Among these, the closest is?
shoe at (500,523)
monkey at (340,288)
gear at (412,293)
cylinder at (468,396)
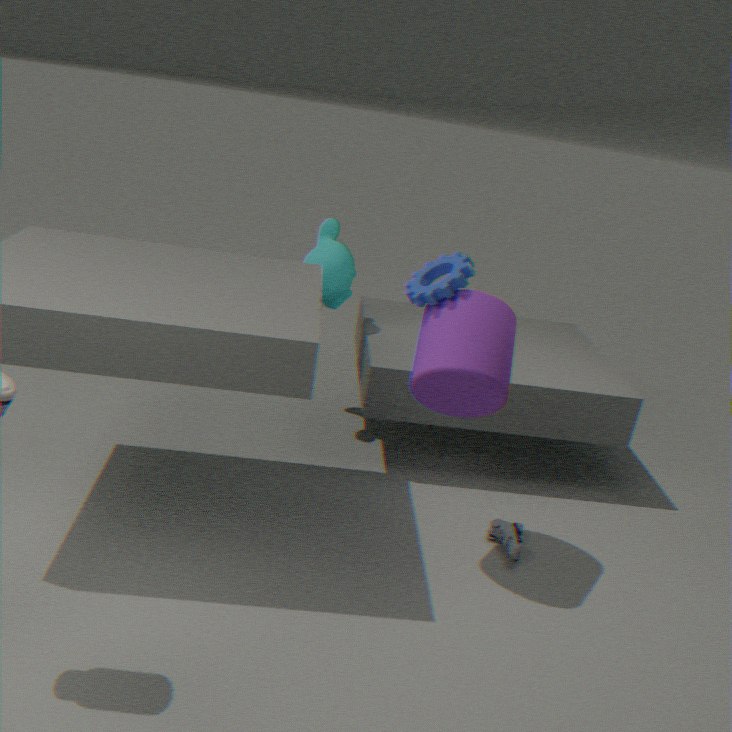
cylinder at (468,396)
